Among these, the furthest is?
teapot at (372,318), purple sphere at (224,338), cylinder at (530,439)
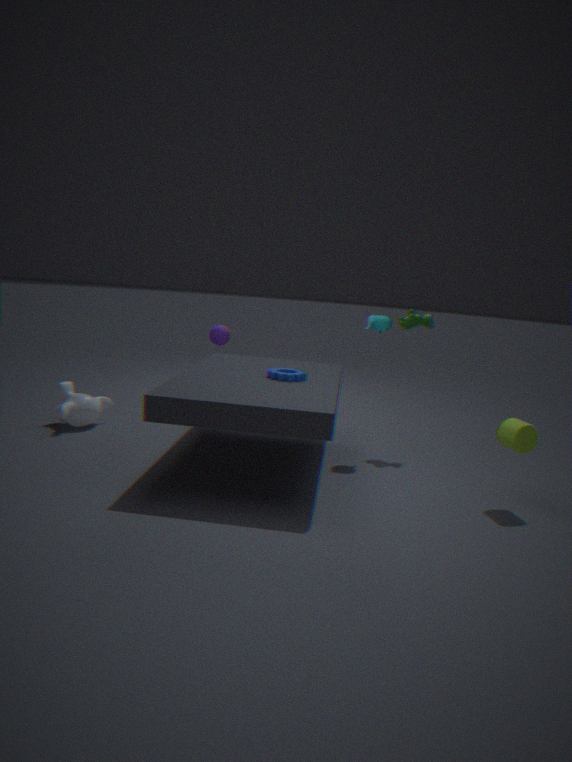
purple sphere at (224,338)
